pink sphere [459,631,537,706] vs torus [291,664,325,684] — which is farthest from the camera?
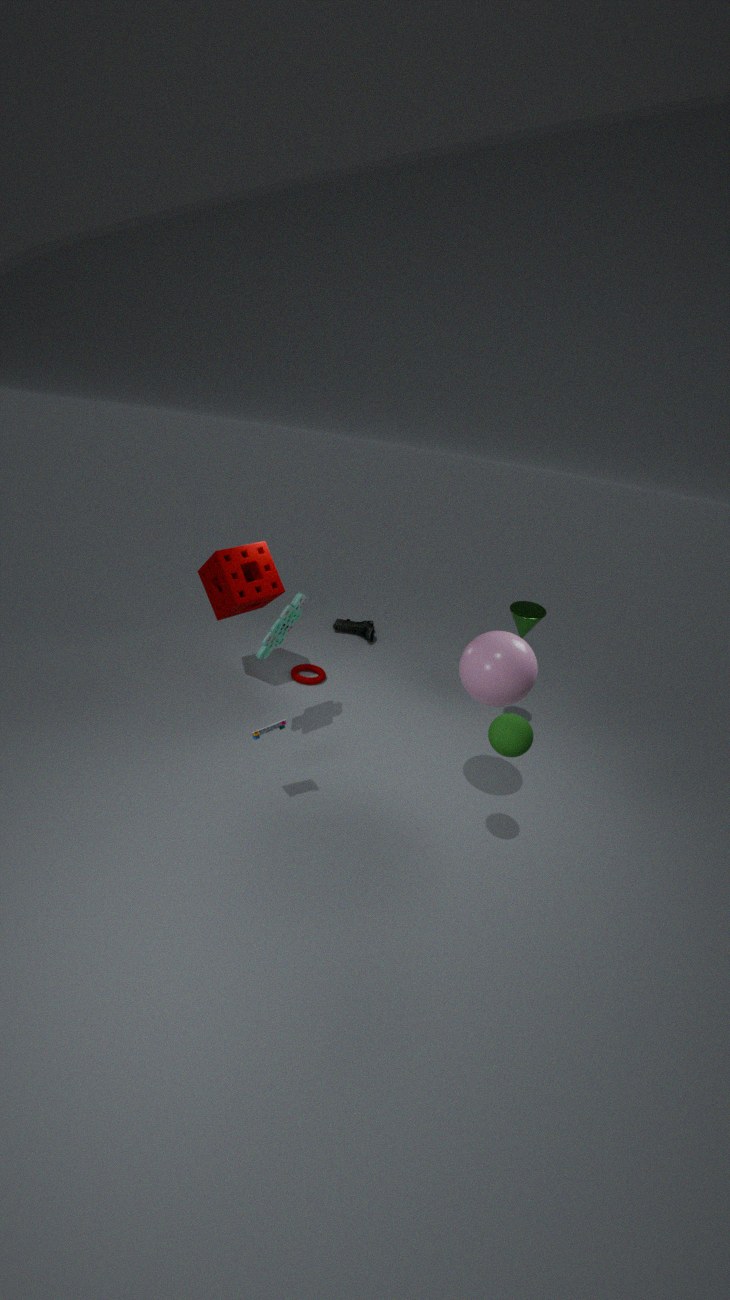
torus [291,664,325,684]
